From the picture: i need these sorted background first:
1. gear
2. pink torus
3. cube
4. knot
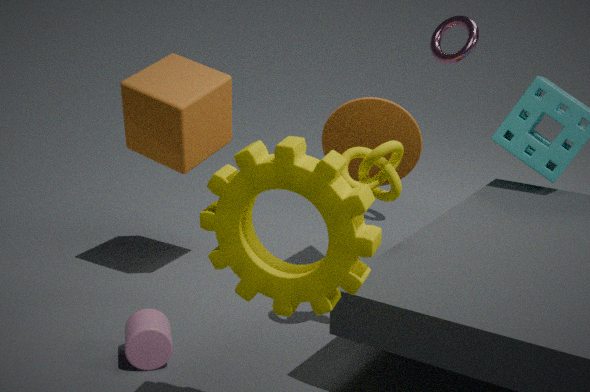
pink torus → cube → knot → gear
